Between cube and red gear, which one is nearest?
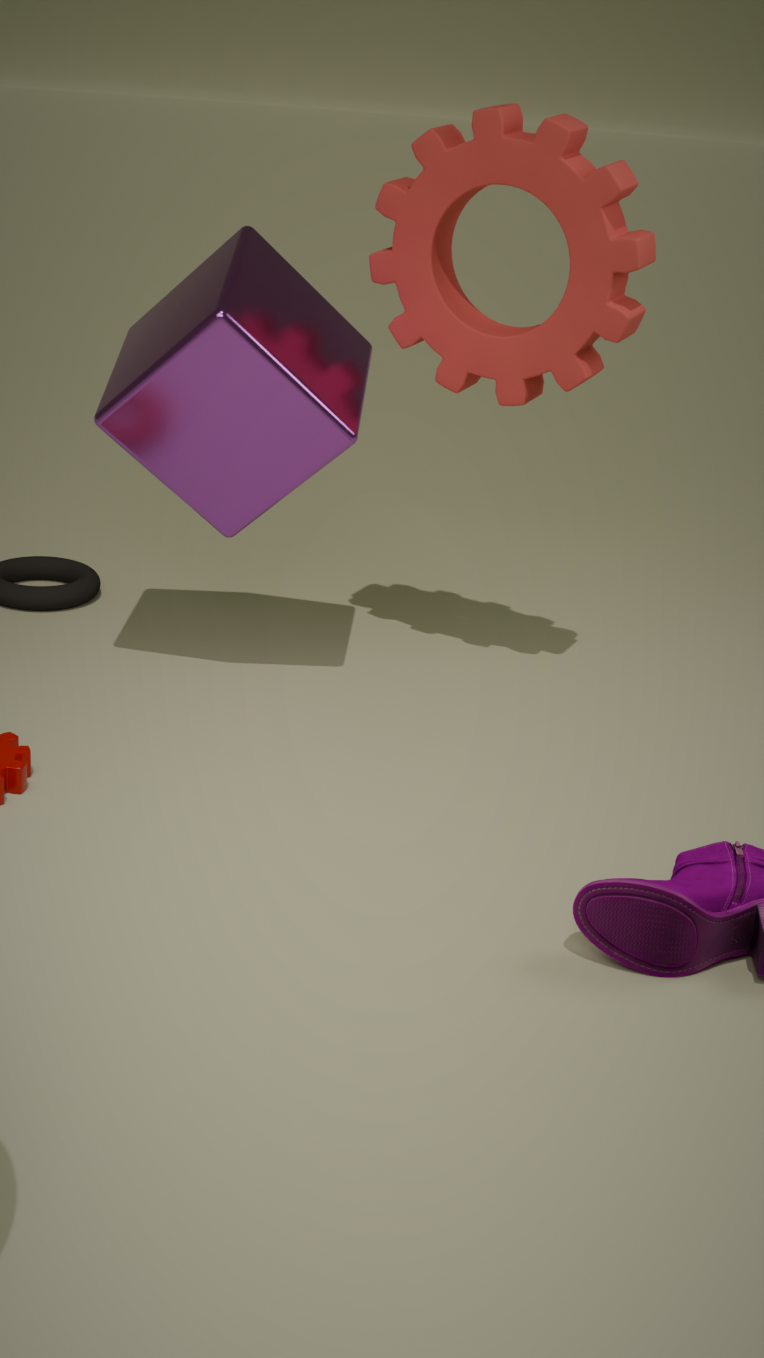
cube
